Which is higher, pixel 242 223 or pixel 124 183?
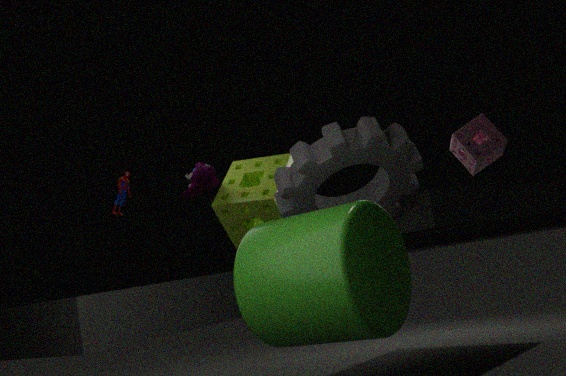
pixel 124 183
